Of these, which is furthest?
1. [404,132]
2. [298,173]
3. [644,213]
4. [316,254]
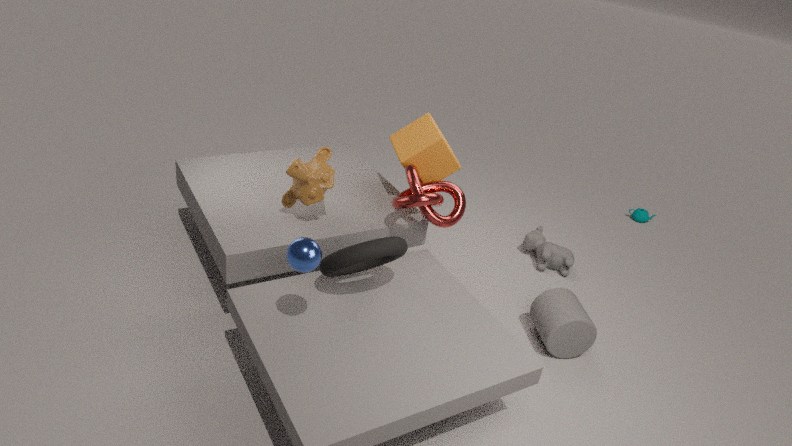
[644,213]
